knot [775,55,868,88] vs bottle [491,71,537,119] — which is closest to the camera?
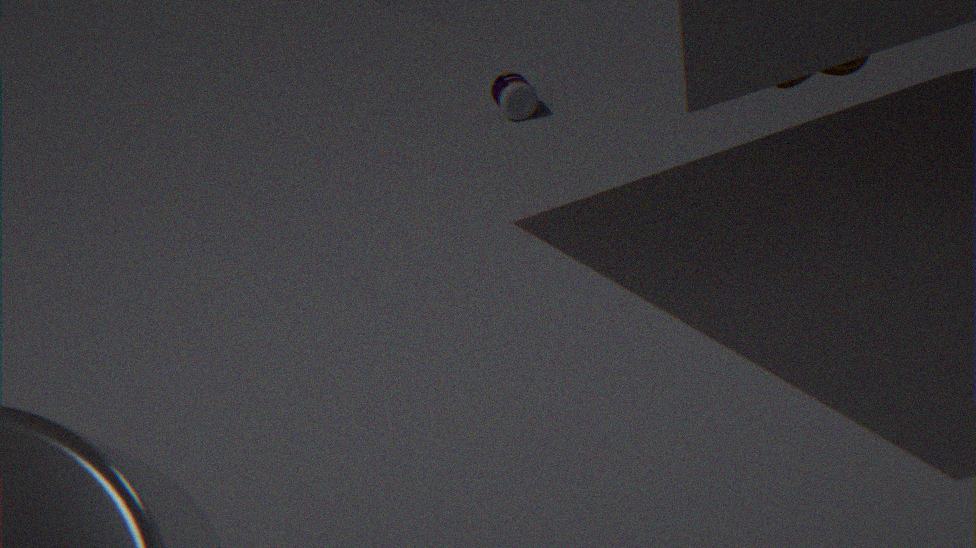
knot [775,55,868,88]
